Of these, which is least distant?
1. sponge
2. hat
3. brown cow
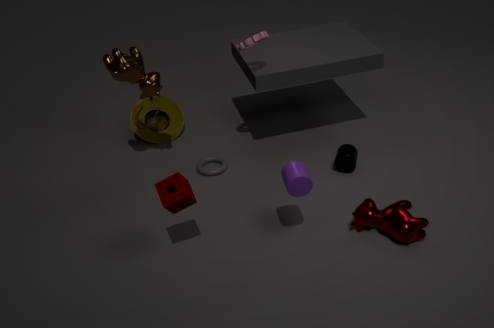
sponge
